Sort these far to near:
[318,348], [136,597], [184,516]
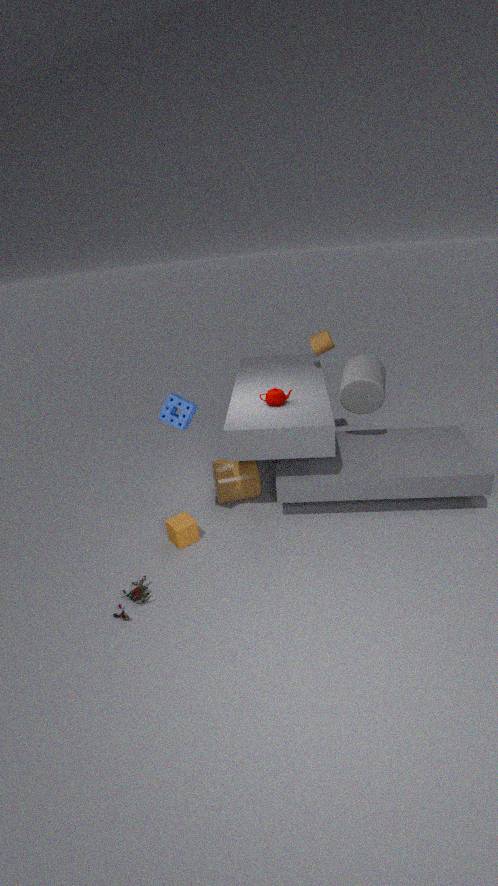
[318,348] < [184,516] < [136,597]
